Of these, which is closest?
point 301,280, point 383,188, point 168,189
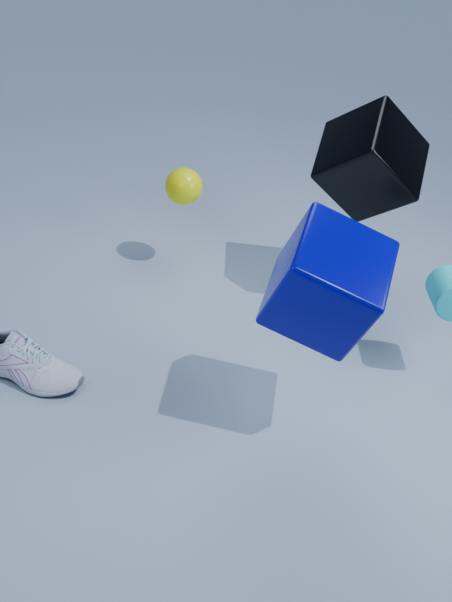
point 301,280
